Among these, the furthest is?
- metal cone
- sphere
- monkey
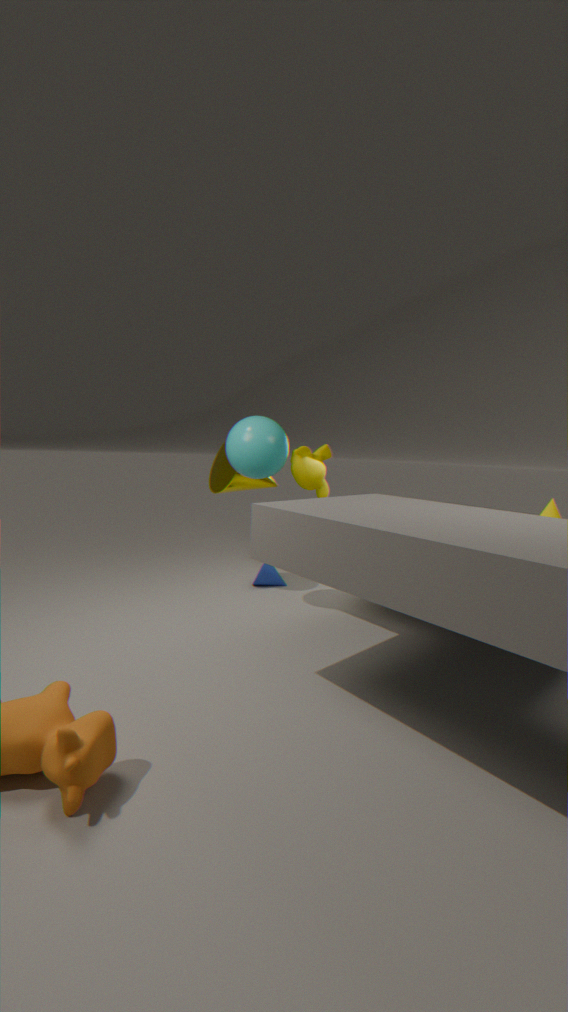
monkey
